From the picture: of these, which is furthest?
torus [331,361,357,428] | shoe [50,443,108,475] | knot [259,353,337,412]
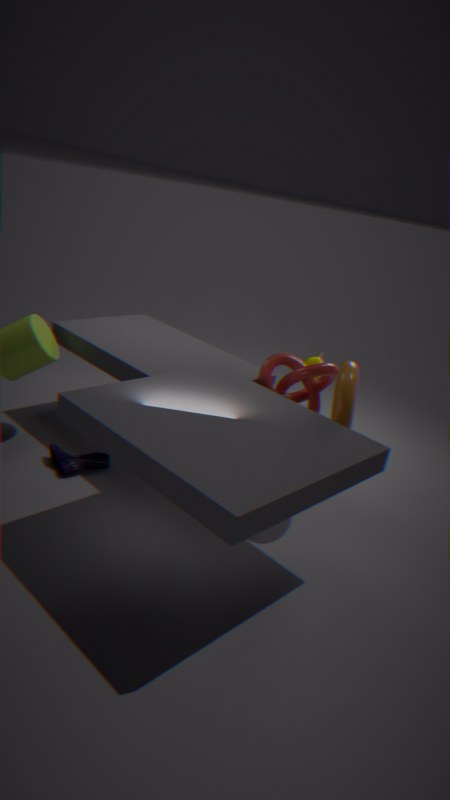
shoe [50,443,108,475]
